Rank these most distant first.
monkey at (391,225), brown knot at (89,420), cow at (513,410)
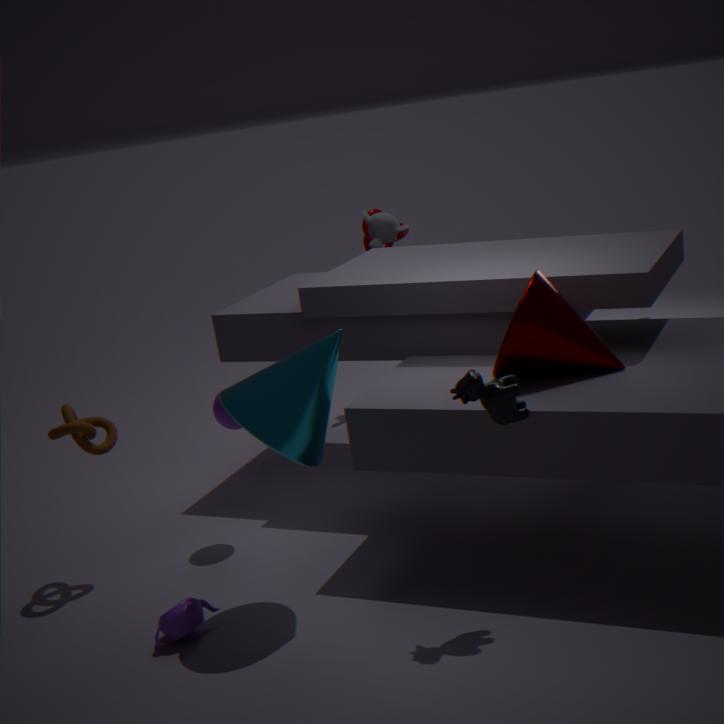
monkey at (391,225) < brown knot at (89,420) < cow at (513,410)
